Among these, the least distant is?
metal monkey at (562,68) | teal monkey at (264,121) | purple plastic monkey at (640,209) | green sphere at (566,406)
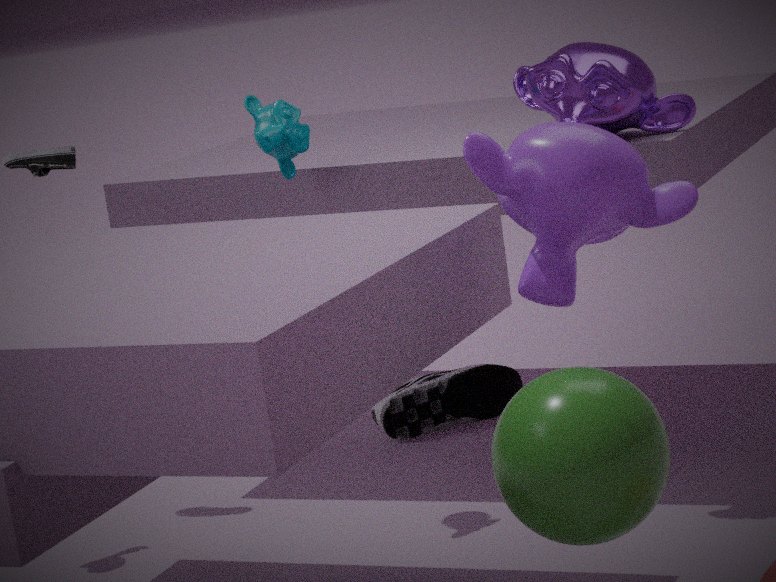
green sphere at (566,406)
